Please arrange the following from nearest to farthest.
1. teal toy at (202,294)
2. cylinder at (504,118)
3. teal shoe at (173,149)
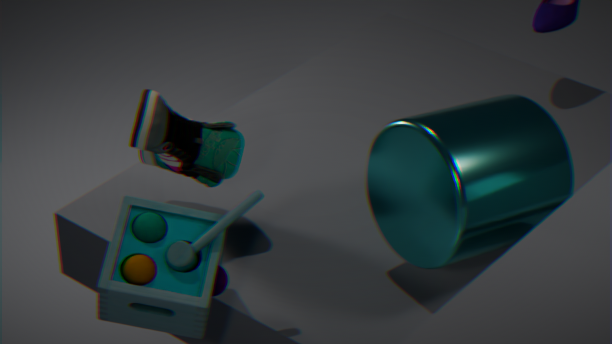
1. teal toy at (202,294)
2. cylinder at (504,118)
3. teal shoe at (173,149)
